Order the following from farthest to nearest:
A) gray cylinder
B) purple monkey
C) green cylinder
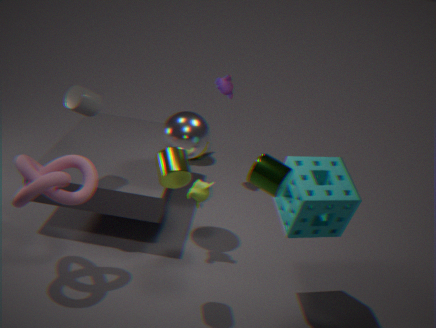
purple monkey < gray cylinder < green cylinder
